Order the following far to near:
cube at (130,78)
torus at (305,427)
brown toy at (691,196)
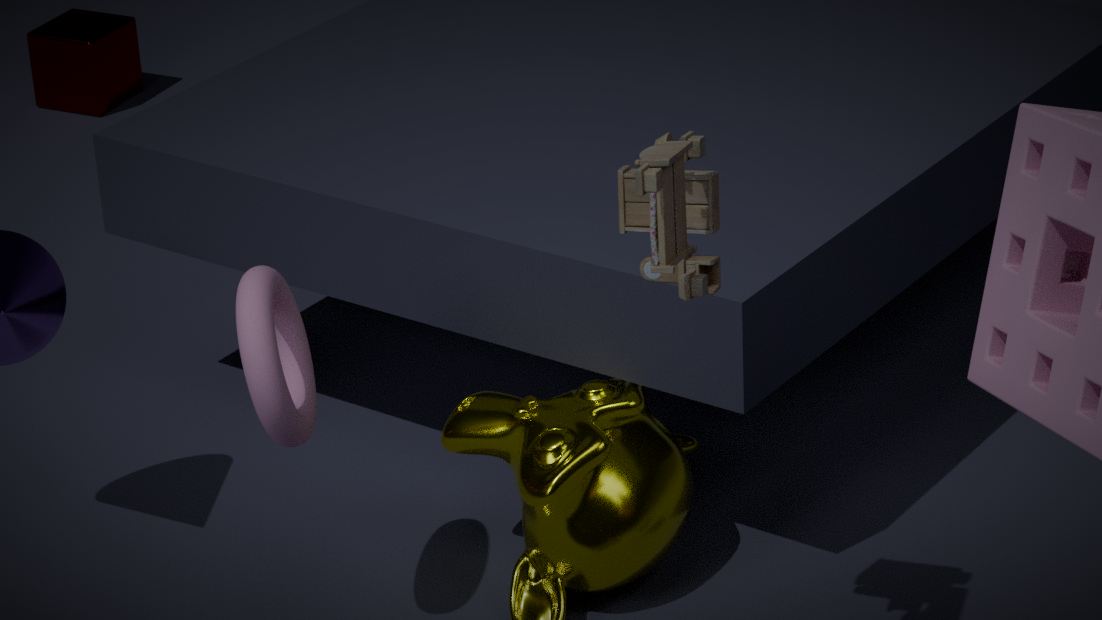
cube at (130,78), torus at (305,427), brown toy at (691,196)
